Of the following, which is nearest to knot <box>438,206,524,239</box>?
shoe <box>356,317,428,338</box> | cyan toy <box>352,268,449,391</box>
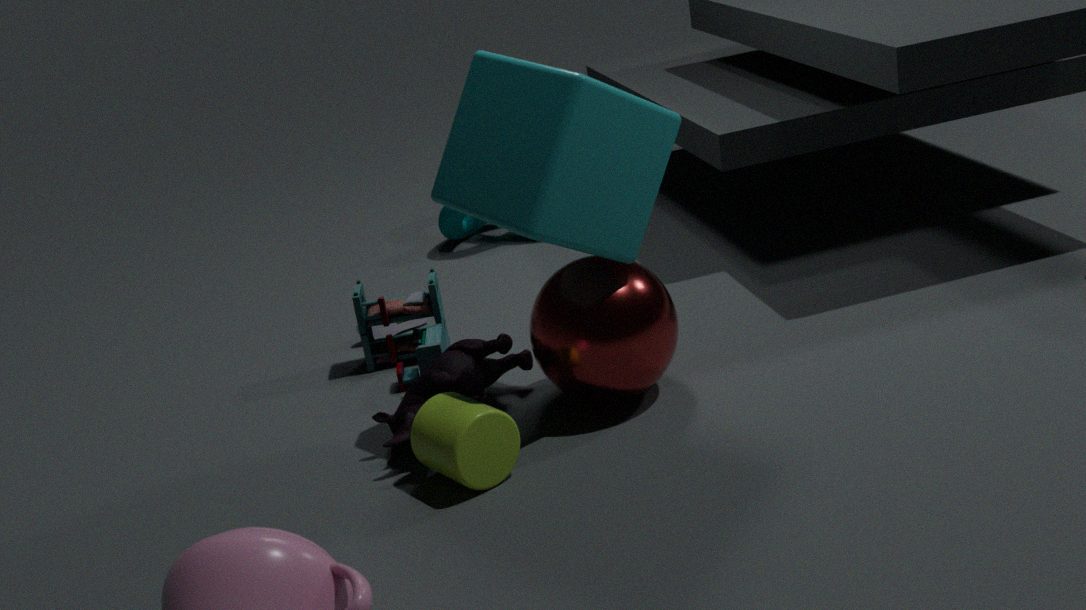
shoe <box>356,317,428,338</box>
